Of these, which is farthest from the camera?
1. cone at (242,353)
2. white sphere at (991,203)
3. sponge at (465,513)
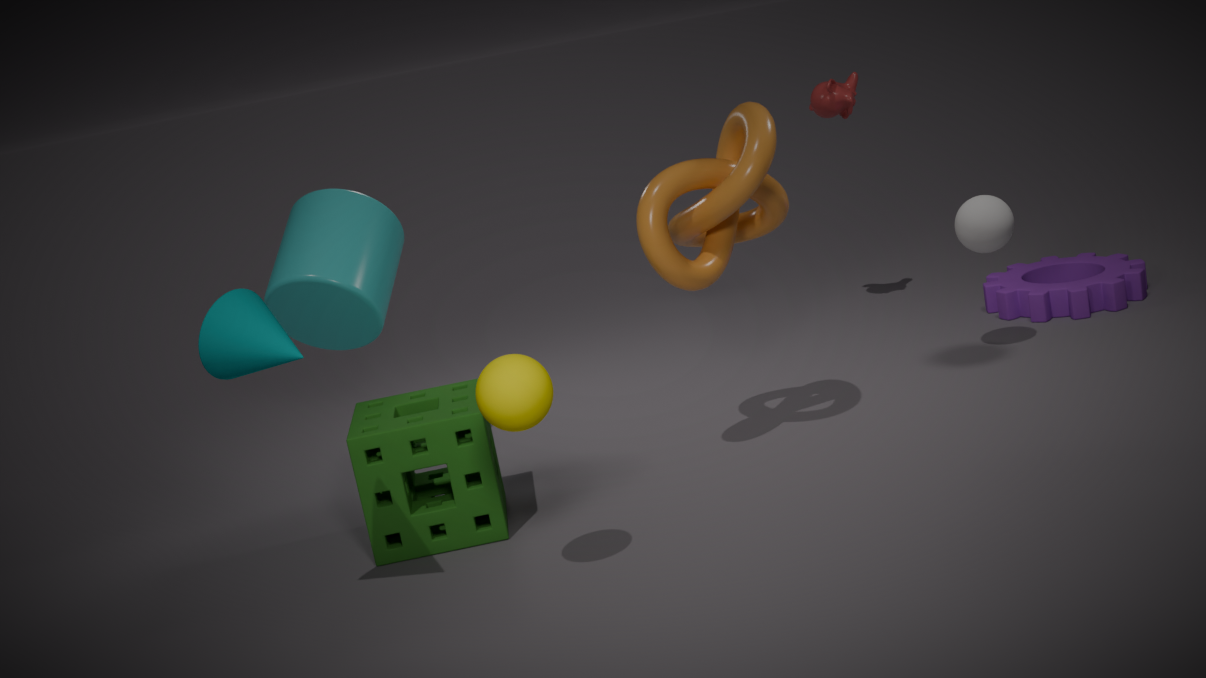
white sphere at (991,203)
